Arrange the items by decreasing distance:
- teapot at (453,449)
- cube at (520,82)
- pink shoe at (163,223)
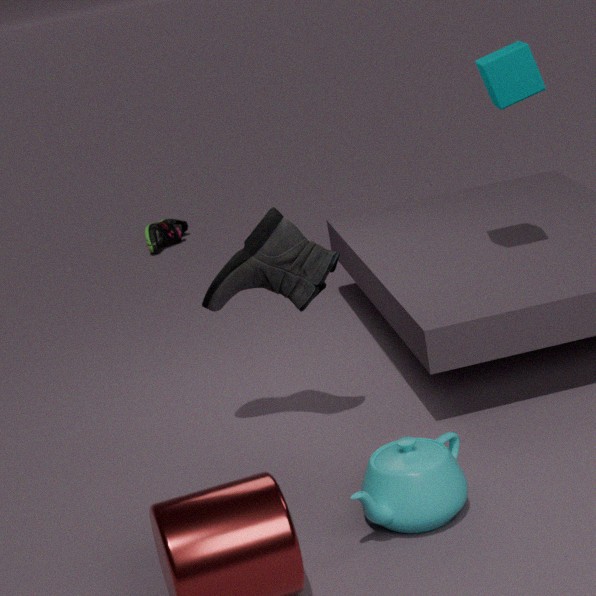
pink shoe at (163,223) → cube at (520,82) → teapot at (453,449)
